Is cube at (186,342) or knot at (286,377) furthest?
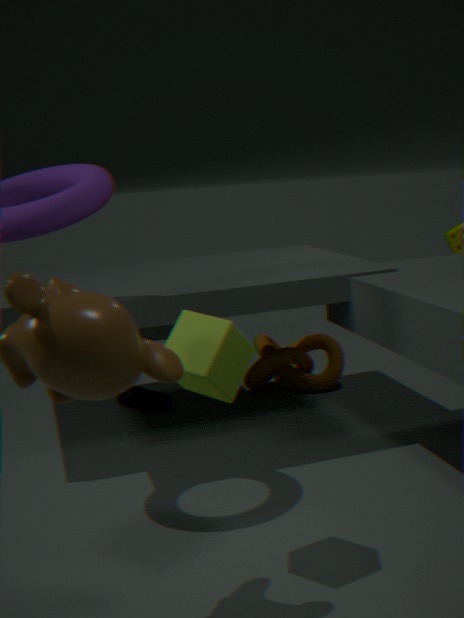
knot at (286,377)
